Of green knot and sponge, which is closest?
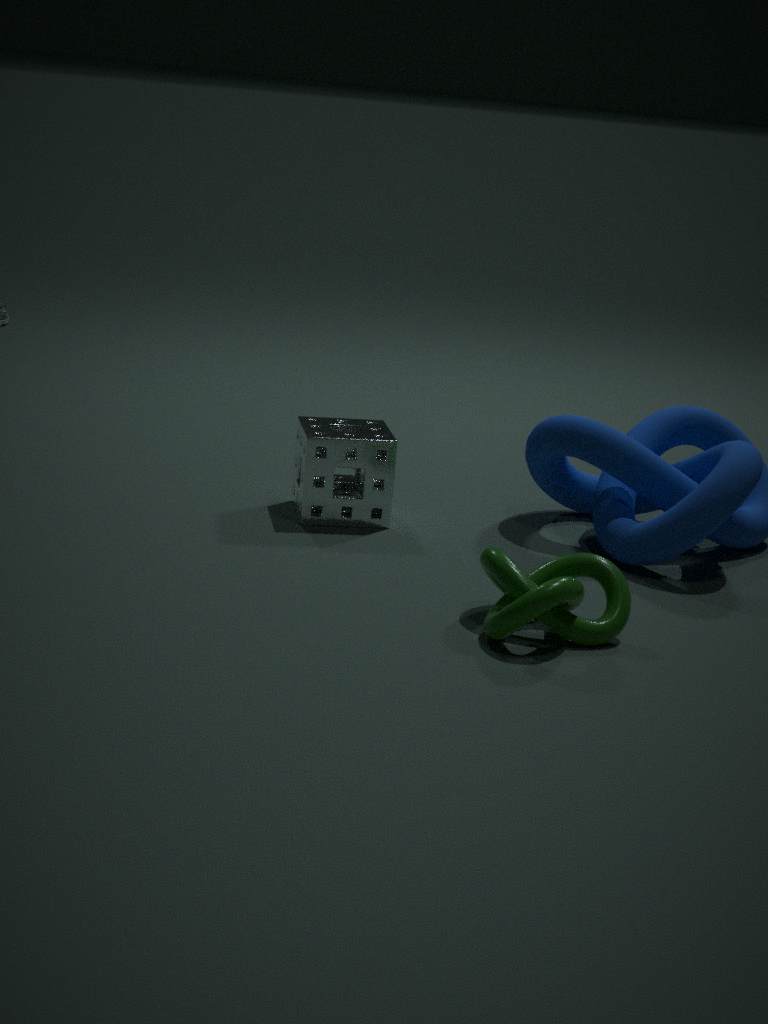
green knot
